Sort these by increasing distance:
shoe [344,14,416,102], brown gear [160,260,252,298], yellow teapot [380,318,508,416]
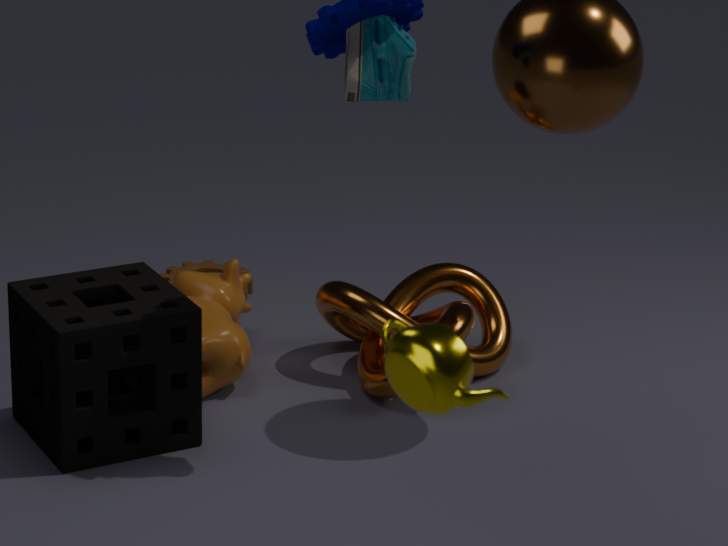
yellow teapot [380,318,508,416] < shoe [344,14,416,102] < brown gear [160,260,252,298]
